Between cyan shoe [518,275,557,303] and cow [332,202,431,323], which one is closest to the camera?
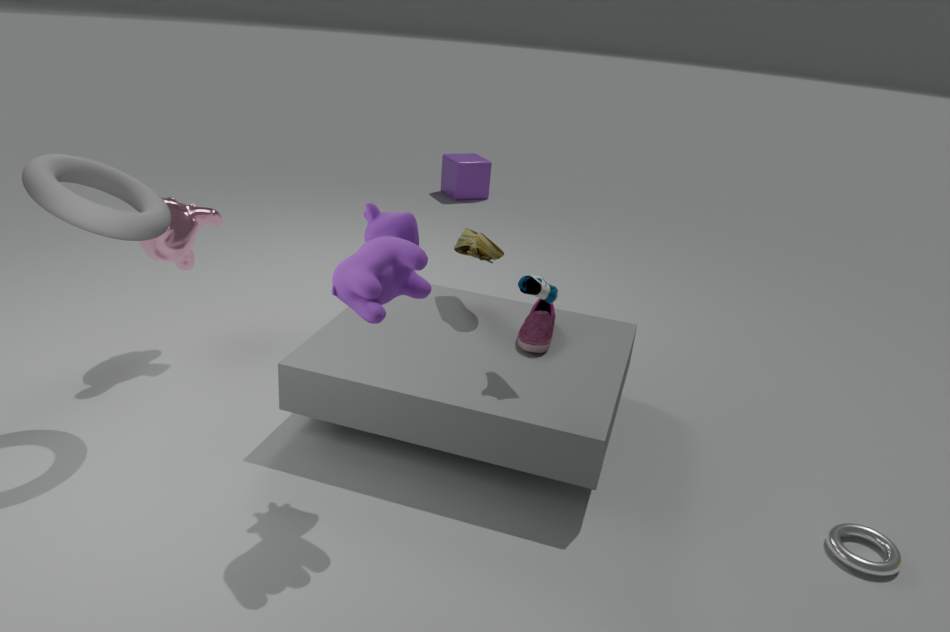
cow [332,202,431,323]
